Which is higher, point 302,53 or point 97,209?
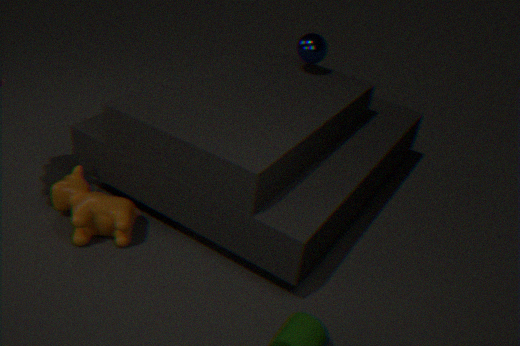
point 302,53
